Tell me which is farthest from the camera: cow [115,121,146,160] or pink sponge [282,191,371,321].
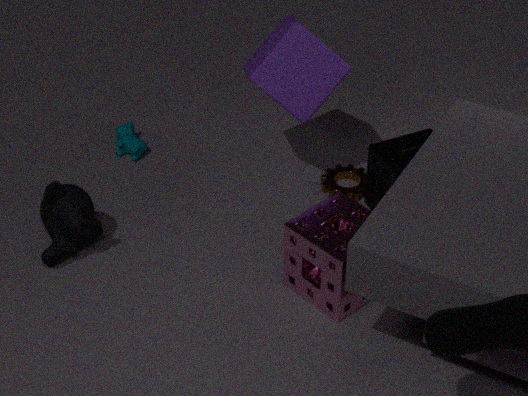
cow [115,121,146,160]
